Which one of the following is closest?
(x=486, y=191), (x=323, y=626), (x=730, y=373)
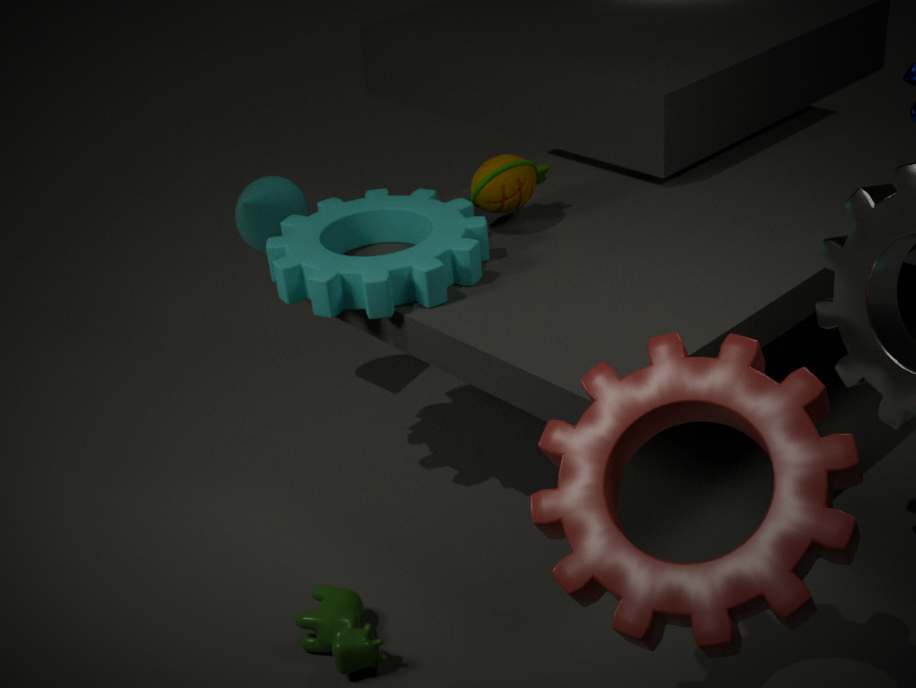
(x=730, y=373)
